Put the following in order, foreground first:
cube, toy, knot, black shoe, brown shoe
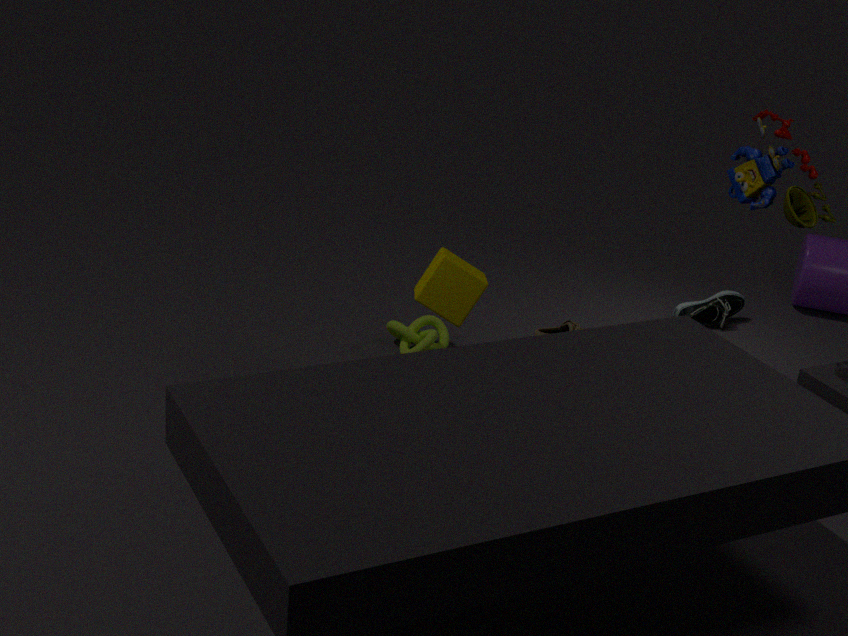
cube → toy → knot → brown shoe → black shoe
